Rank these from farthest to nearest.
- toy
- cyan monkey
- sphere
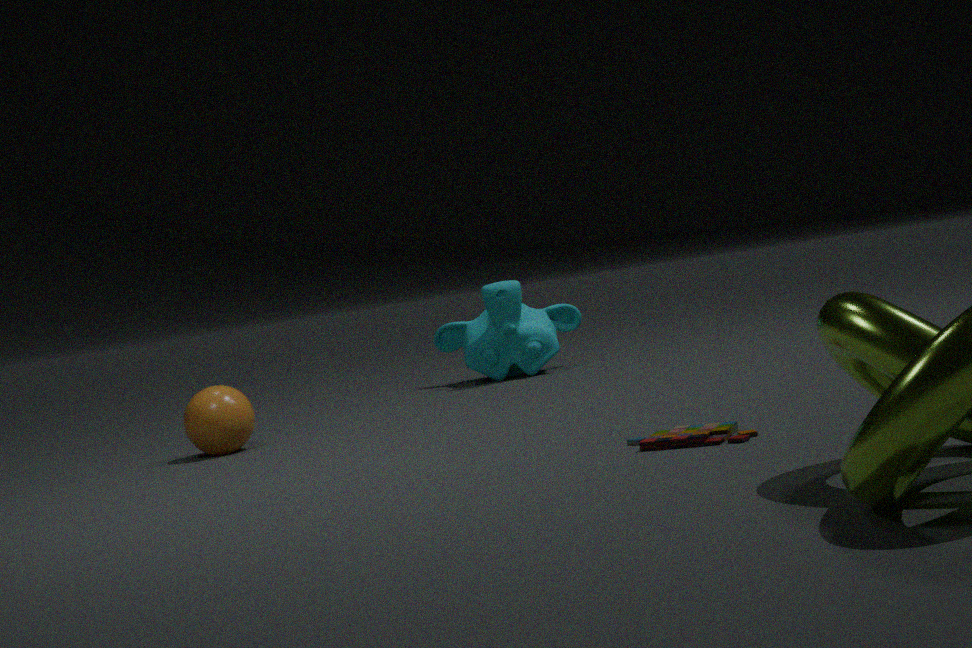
cyan monkey, sphere, toy
